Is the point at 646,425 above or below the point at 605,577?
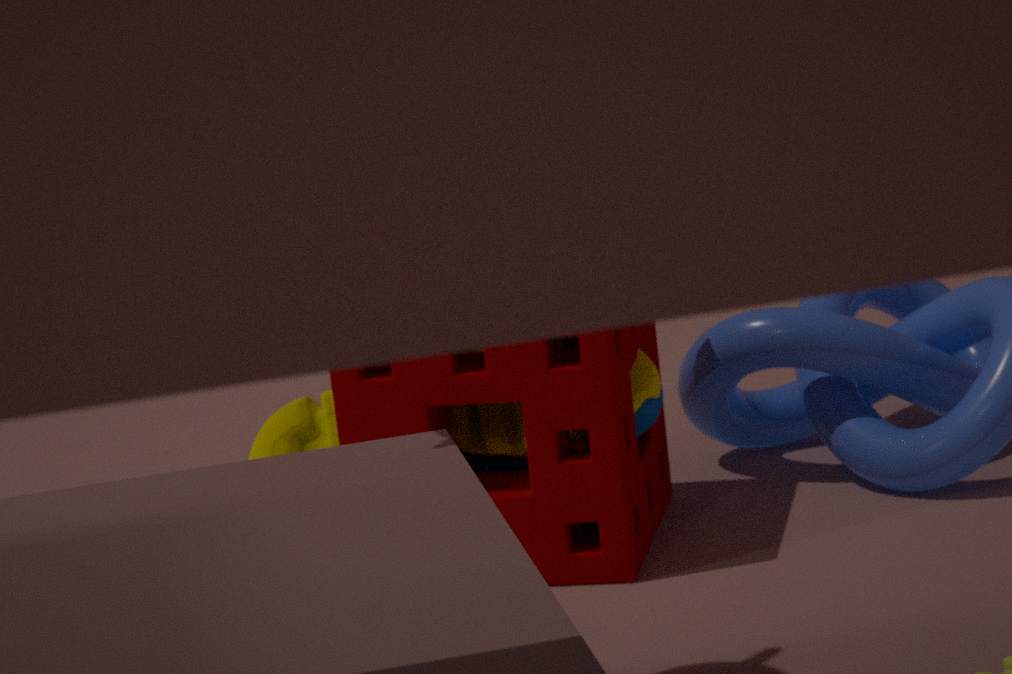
below
